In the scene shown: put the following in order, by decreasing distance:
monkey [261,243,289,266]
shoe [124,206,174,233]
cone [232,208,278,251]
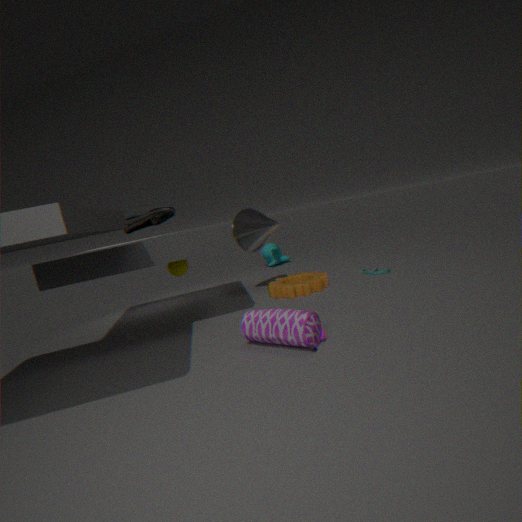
monkey [261,243,289,266] → cone [232,208,278,251] → shoe [124,206,174,233]
